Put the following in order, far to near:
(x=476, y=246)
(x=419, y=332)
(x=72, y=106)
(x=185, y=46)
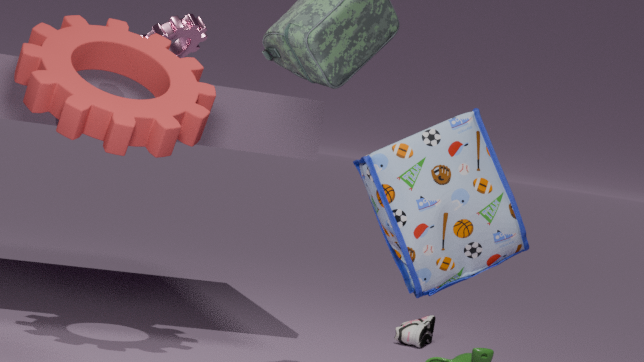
(x=185, y=46)
(x=419, y=332)
(x=72, y=106)
(x=476, y=246)
